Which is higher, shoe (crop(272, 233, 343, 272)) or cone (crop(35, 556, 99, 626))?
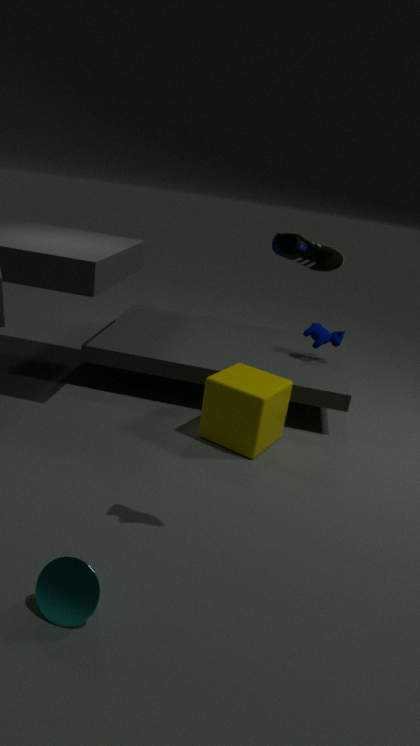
shoe (crop(272, 233, 343, 272))
